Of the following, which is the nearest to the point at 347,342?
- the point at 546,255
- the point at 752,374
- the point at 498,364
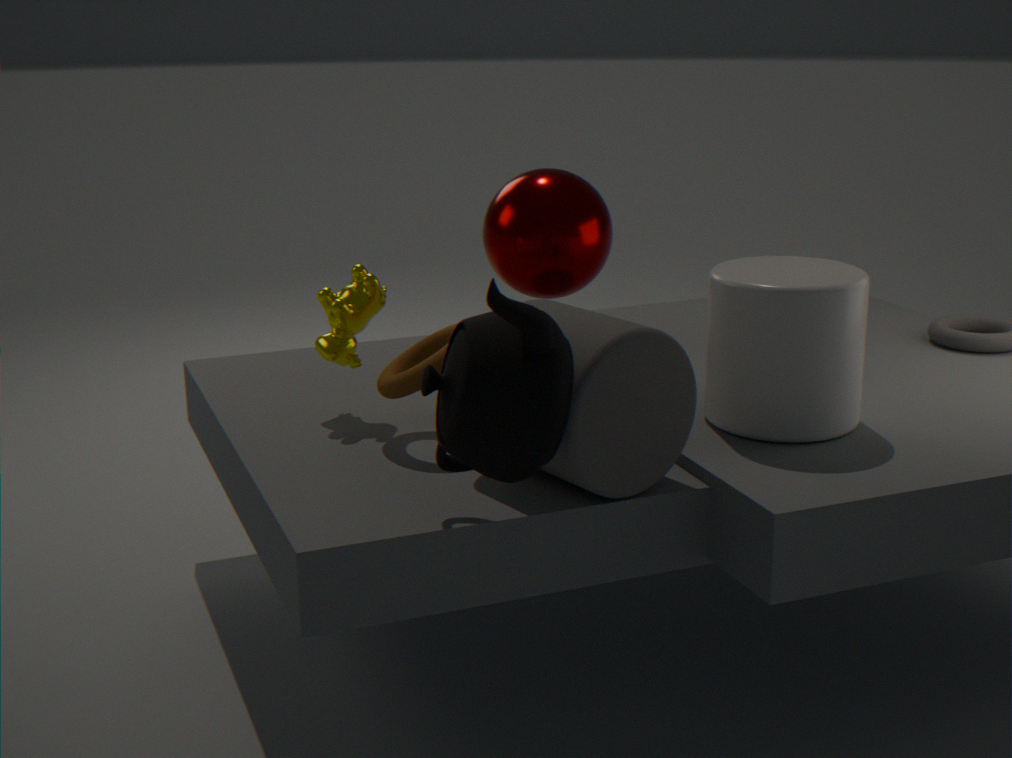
the point at 546,255
